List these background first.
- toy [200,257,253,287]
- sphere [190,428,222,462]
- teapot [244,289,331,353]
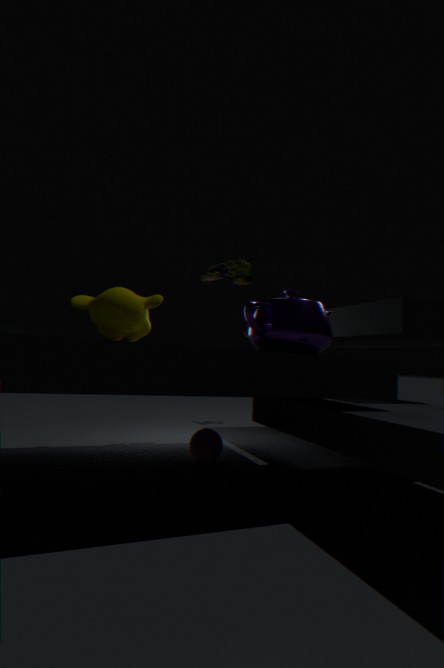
toy [200,257,253,287] → sphere [190,428,222,462] → teapot [244,289,331,353]
